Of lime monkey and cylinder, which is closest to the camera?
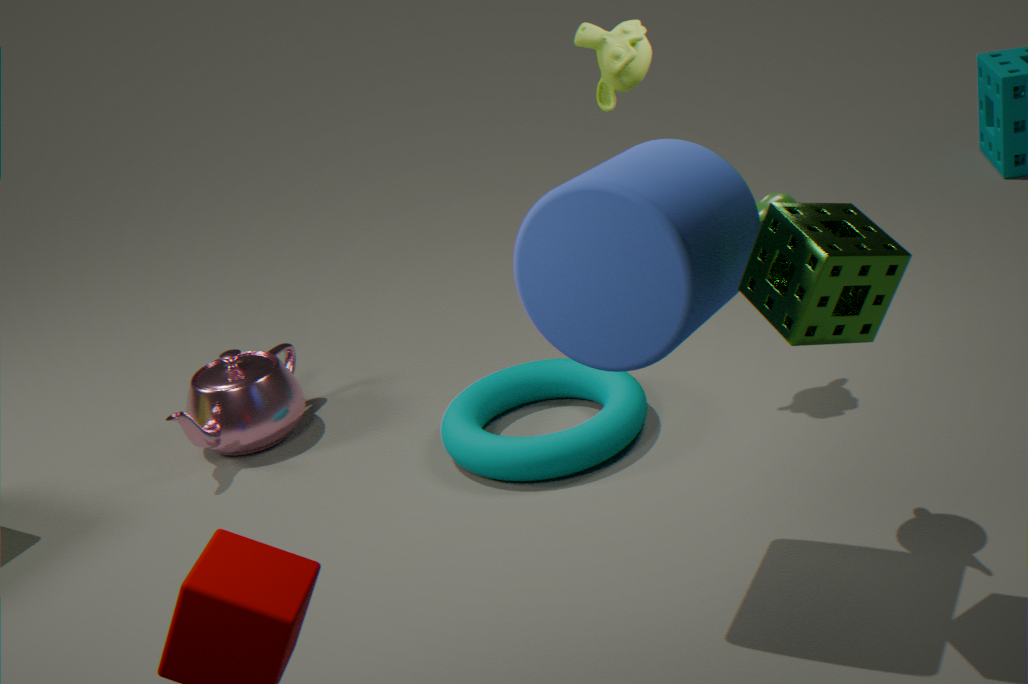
cylinder
